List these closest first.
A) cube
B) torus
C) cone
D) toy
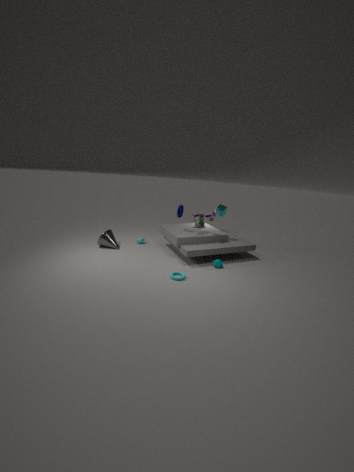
B. torus → D. toy → C. cone → A. cube
